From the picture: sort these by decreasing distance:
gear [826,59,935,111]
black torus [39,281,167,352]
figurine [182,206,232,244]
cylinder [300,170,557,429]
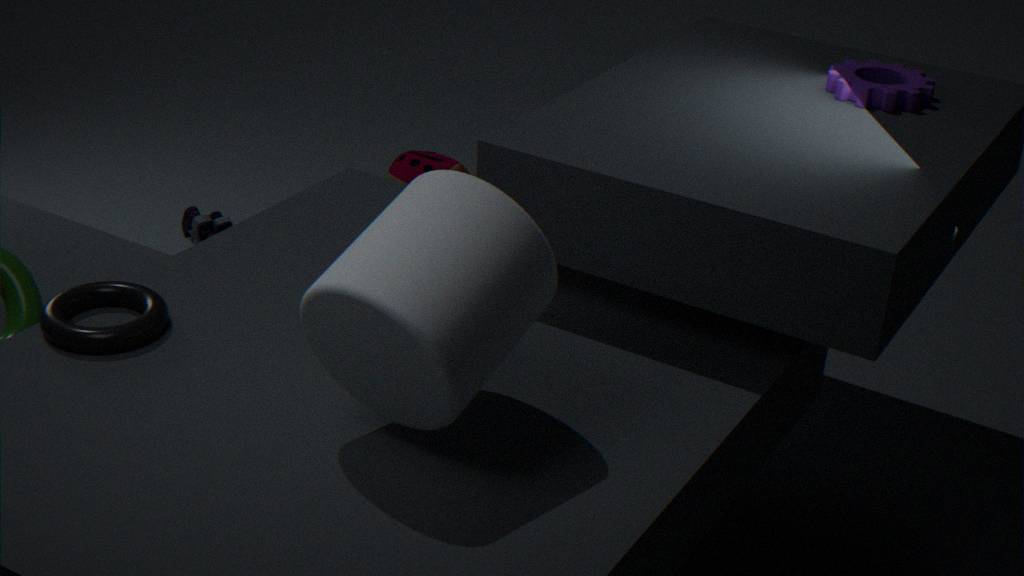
figurine [182,206,232,244] < gear [826,59,935,111] < black torus [39,281,167,352] < cylinder [300,170,557,429]
